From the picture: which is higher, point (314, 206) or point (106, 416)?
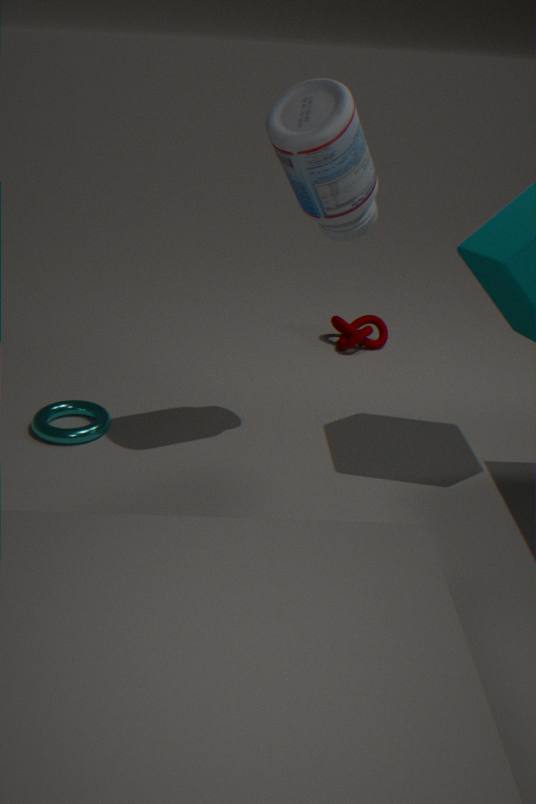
point (314, 206)
